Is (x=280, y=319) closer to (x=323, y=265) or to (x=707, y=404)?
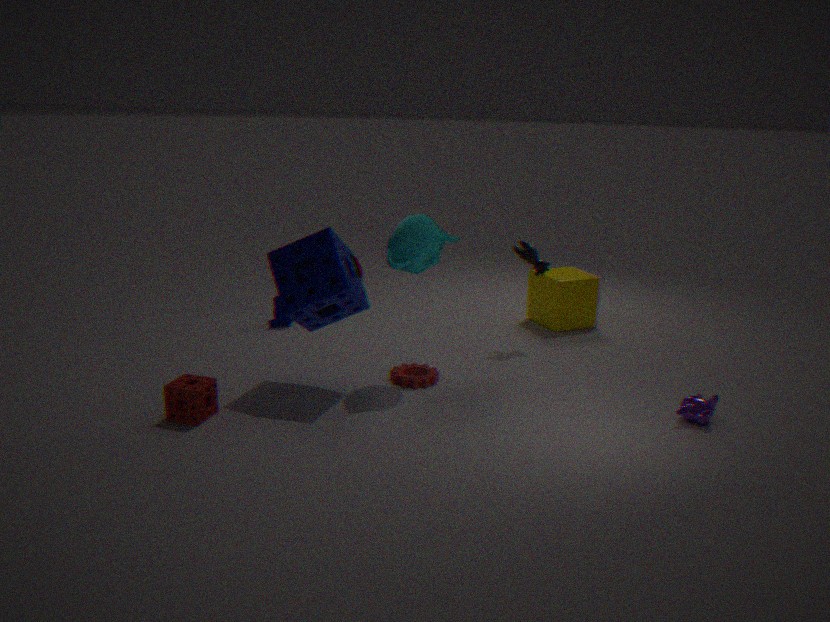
(x=323, y=265)
